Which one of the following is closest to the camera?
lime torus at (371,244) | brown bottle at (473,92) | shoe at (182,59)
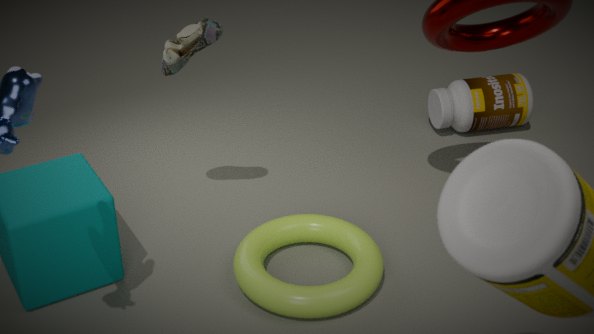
lime torus at (371,244)
